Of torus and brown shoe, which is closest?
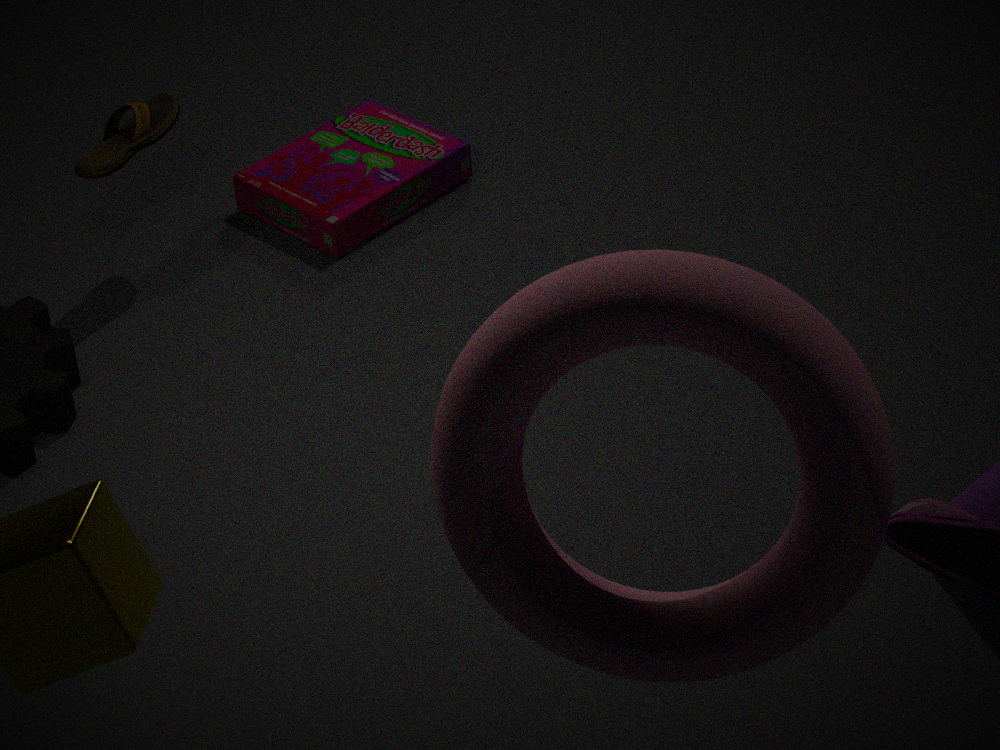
torus
